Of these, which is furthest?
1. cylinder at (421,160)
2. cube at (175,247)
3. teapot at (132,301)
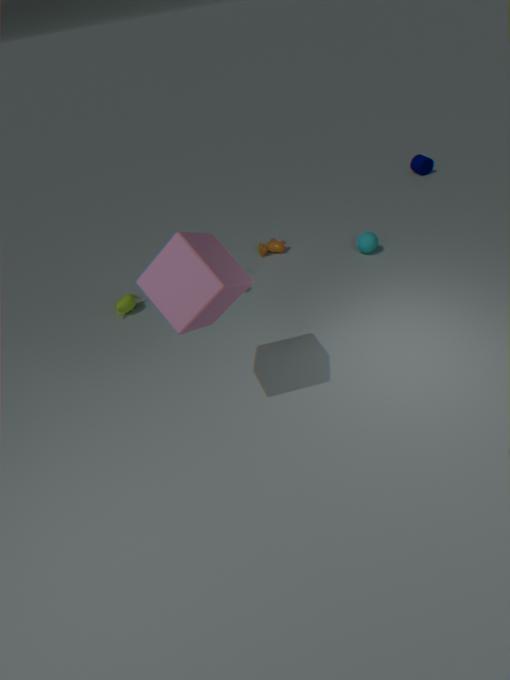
cylinder at (421,160)
